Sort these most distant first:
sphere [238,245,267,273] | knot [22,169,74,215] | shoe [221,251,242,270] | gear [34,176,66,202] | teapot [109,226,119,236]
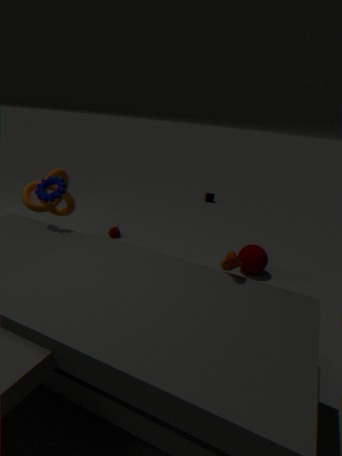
teapot [109,226,119,236] → sphere [238,245,267,273] → knot [22,169,74,215] → gear [34,176,66,202] → shoe [221,251,242,270]
